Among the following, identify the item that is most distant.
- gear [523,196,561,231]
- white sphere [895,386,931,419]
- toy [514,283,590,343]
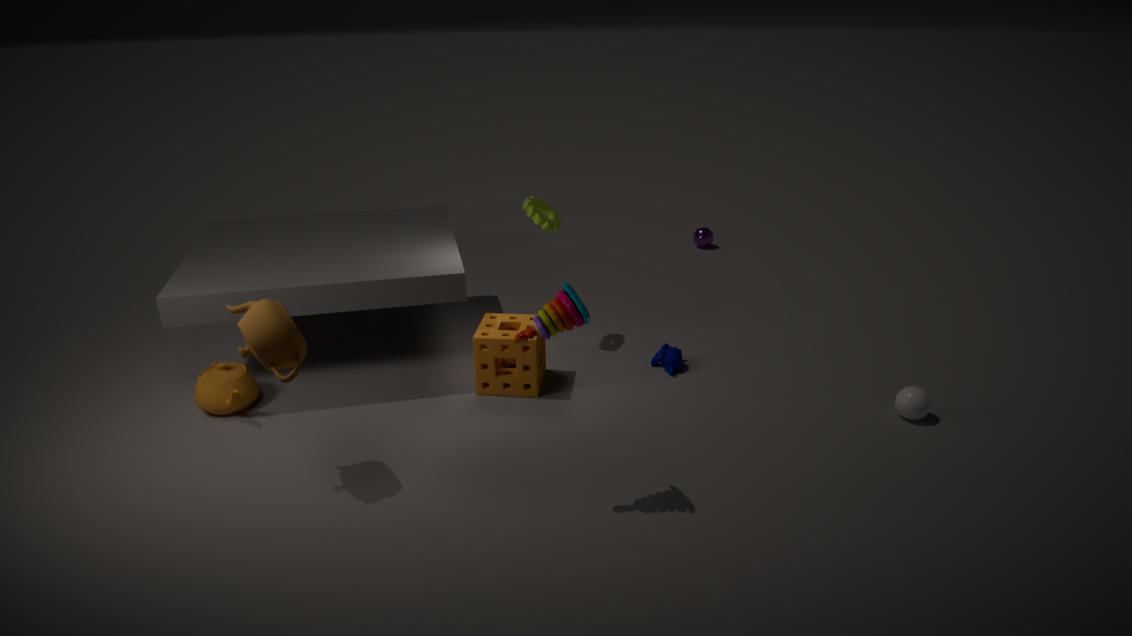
gear [523,196,561,231]
